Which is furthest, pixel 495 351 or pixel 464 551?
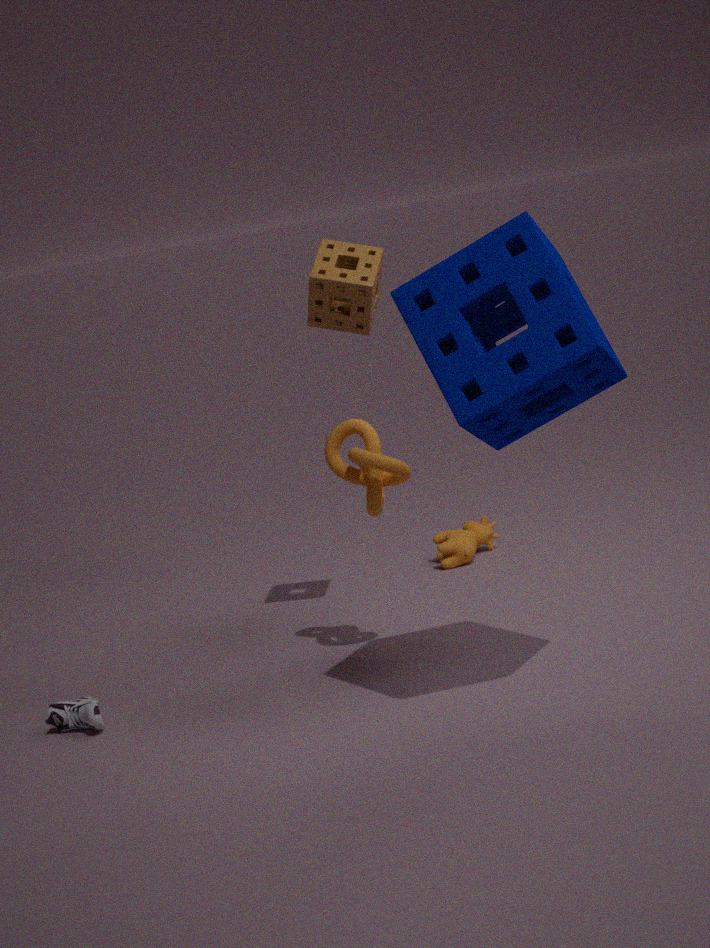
pixel 464 551
